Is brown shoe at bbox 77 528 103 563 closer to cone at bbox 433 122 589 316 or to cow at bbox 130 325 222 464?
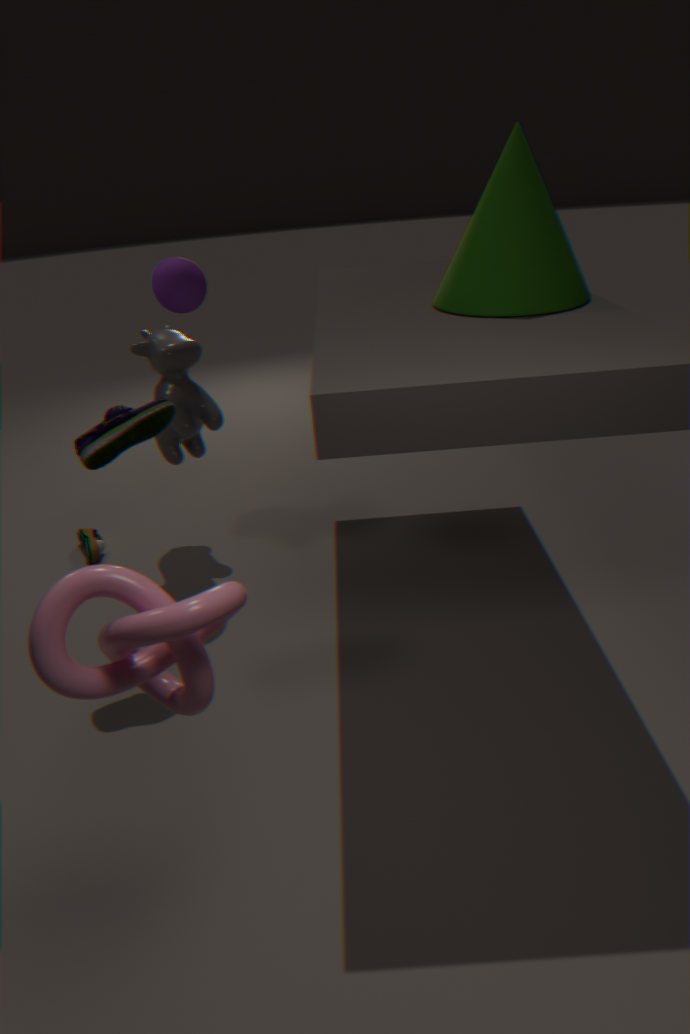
cow at bbox 130 325 222 464
